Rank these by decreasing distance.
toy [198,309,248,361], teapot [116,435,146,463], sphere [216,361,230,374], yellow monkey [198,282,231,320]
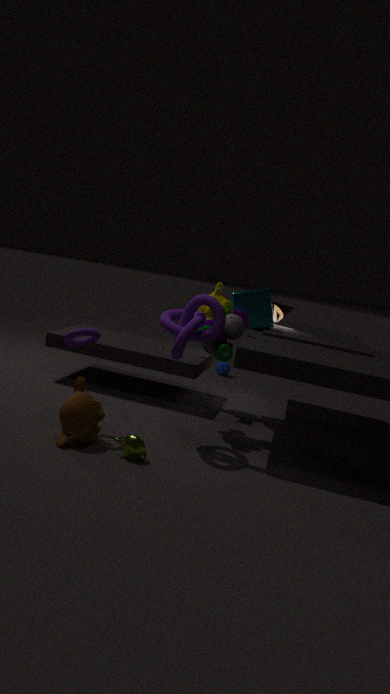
sphere [216,361,230,374] < yellow monkey [198,282,231,320] < toy [198,309,248,361] < teapot [116,435,146,463]
